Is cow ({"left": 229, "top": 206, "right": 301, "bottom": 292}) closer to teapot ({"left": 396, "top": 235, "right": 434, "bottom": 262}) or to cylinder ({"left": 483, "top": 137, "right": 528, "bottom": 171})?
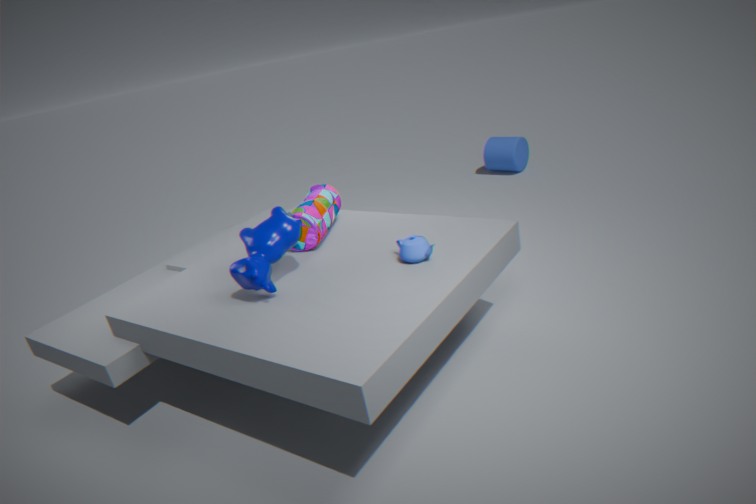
teapot ({"left": 396, "top": 235, "right": 434, "bottom": 262})
